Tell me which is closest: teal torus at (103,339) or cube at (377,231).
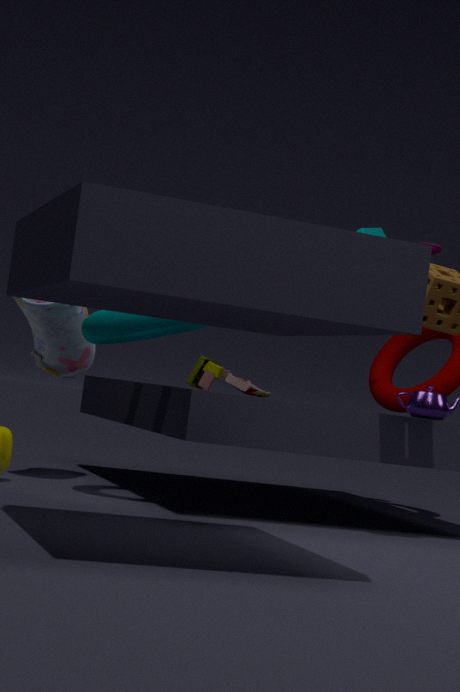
teal torus at (103,339)
